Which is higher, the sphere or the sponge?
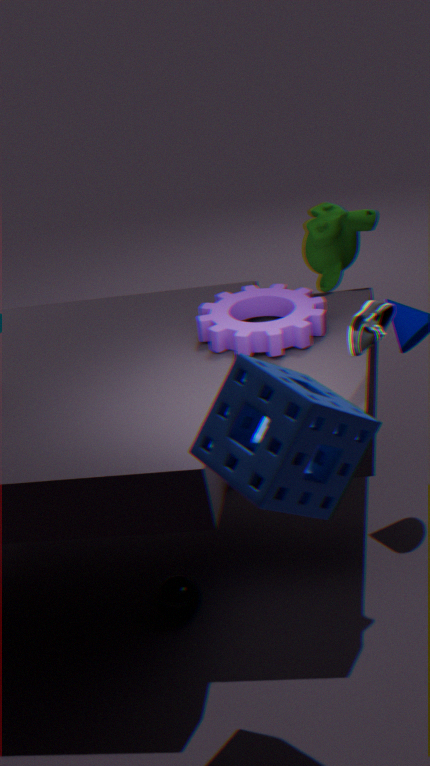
the sponge
